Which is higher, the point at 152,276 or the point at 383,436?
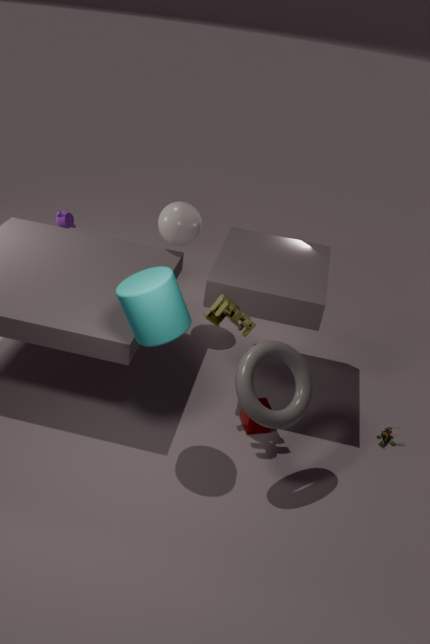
the point at 152,276
